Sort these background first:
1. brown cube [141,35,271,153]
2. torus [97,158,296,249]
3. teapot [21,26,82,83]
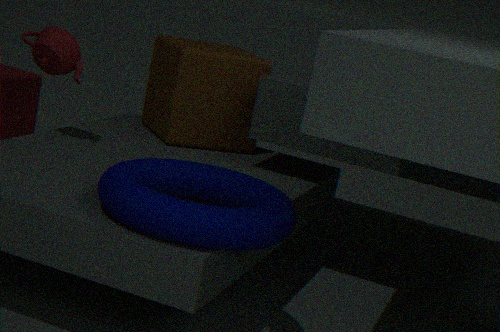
brown cube [141,35,271,153] → teapot [21,26,82,83] → torus [97,158,296,249]
